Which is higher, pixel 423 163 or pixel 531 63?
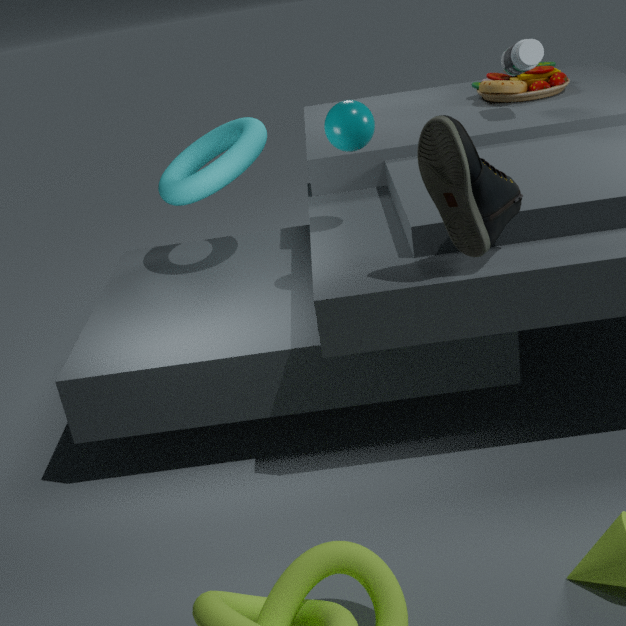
pixel 531 63
